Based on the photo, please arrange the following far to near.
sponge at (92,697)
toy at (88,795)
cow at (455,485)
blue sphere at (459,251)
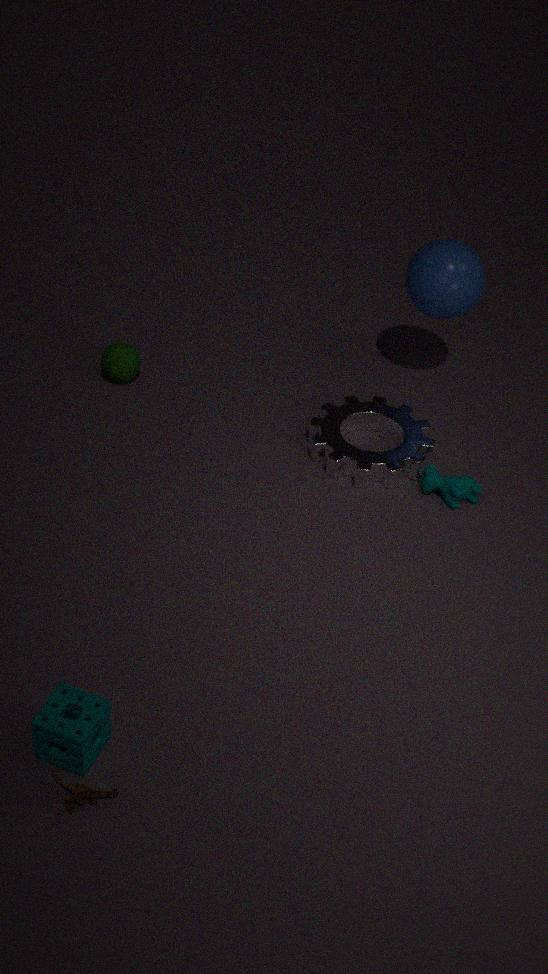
1. blue sphere at (459,251)
2. cow at (455,485)
3. sponge at (92,697)
4. toy at (88,795)
